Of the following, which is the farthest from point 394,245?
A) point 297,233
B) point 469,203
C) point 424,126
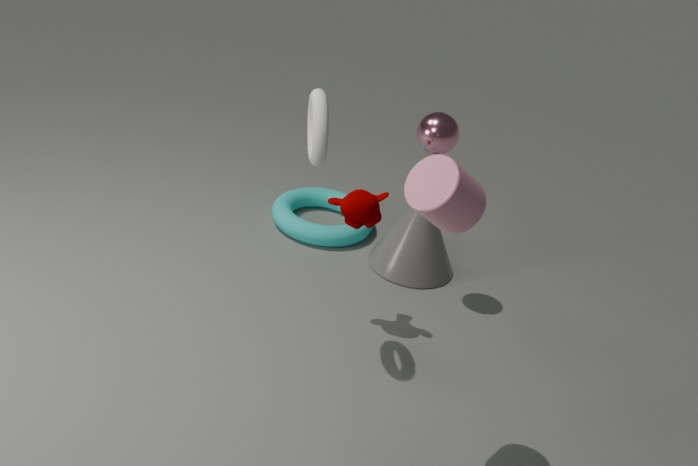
point 469,203
